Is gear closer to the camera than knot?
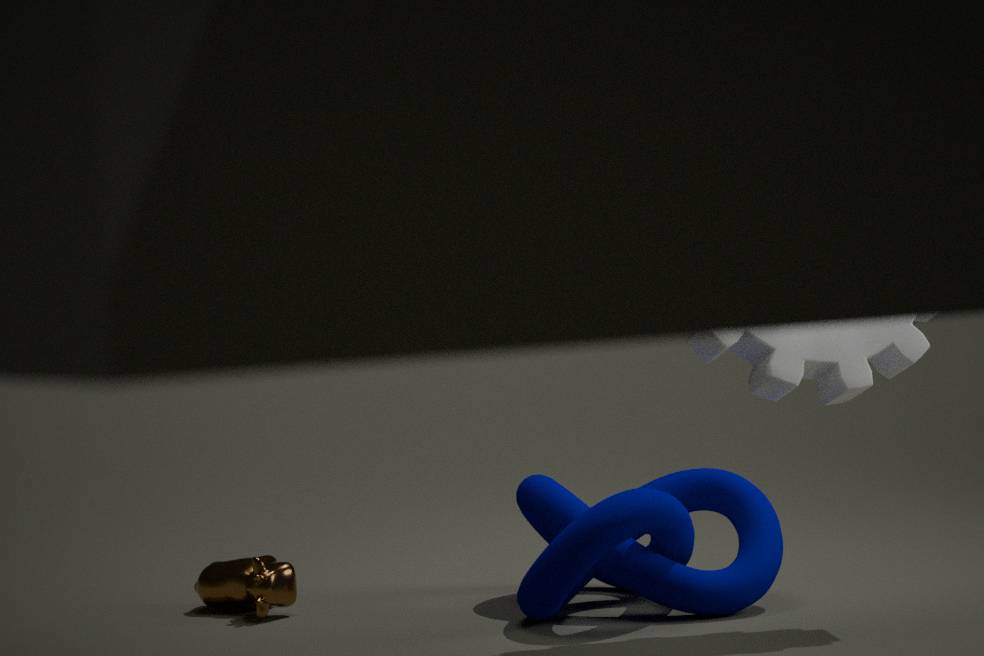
Yes
